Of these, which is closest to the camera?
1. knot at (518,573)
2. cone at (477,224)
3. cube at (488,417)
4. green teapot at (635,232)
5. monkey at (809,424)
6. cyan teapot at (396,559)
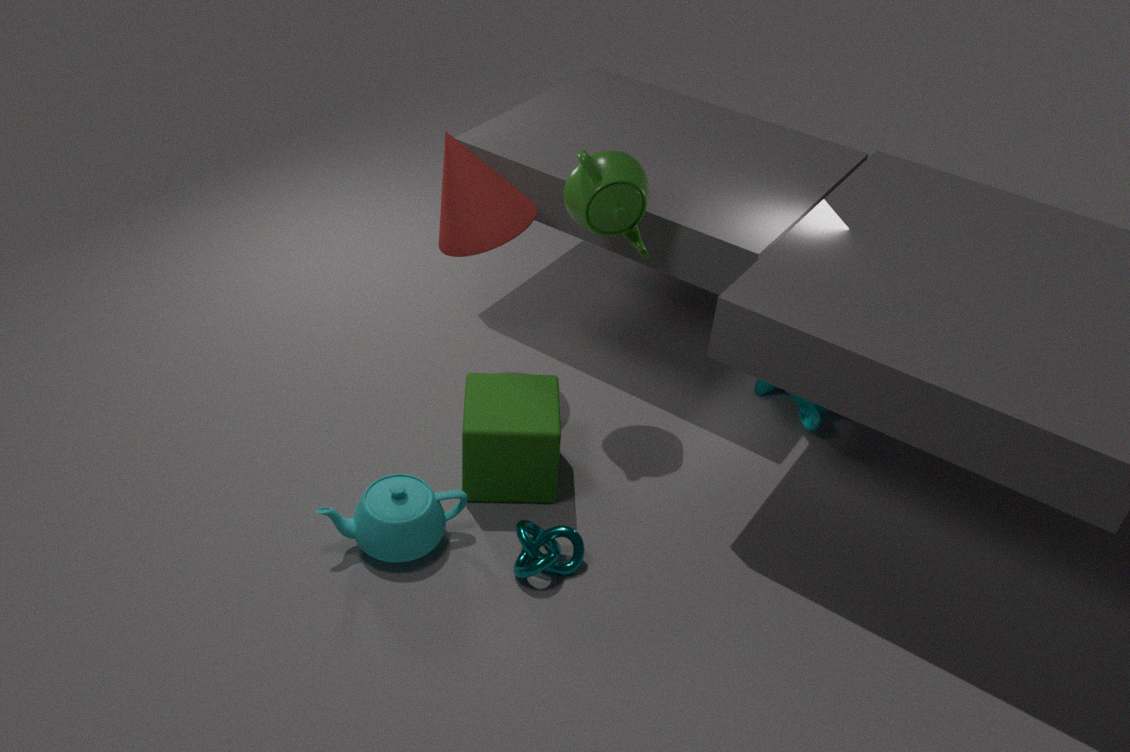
Answer: cyan teapot at (396,559)
